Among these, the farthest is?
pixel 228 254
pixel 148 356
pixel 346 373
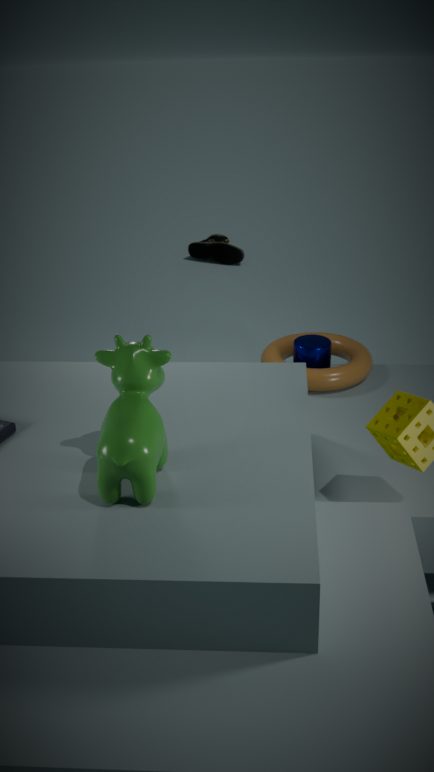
pixel 228 254
